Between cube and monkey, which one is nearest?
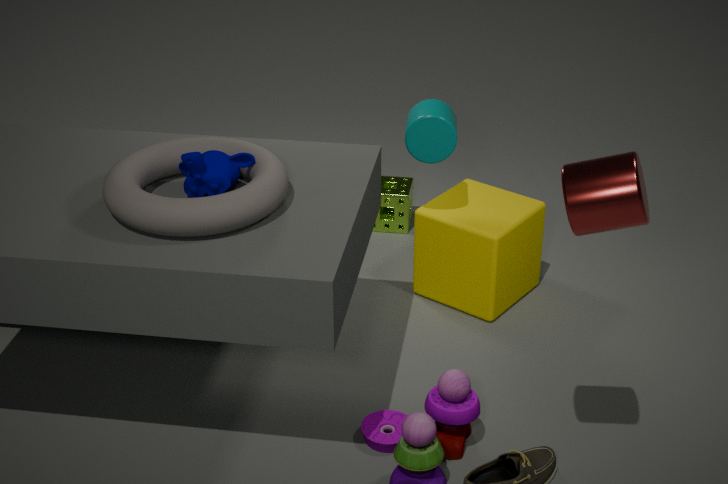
monkey
